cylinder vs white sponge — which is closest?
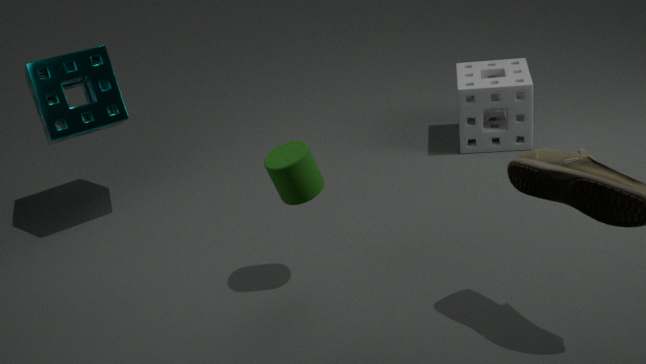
cylinder
